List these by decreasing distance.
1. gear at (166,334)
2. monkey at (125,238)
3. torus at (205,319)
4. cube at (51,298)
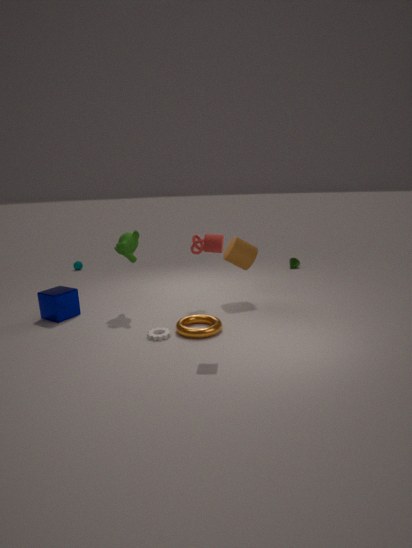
monkey at (125,238) → cube at (51,298) → gear at (166,334) → torus at (205,319)
